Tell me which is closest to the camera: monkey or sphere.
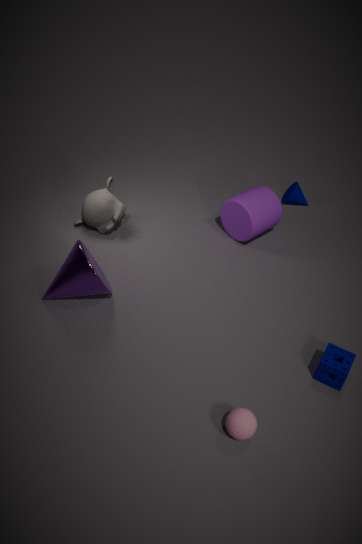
sphere
